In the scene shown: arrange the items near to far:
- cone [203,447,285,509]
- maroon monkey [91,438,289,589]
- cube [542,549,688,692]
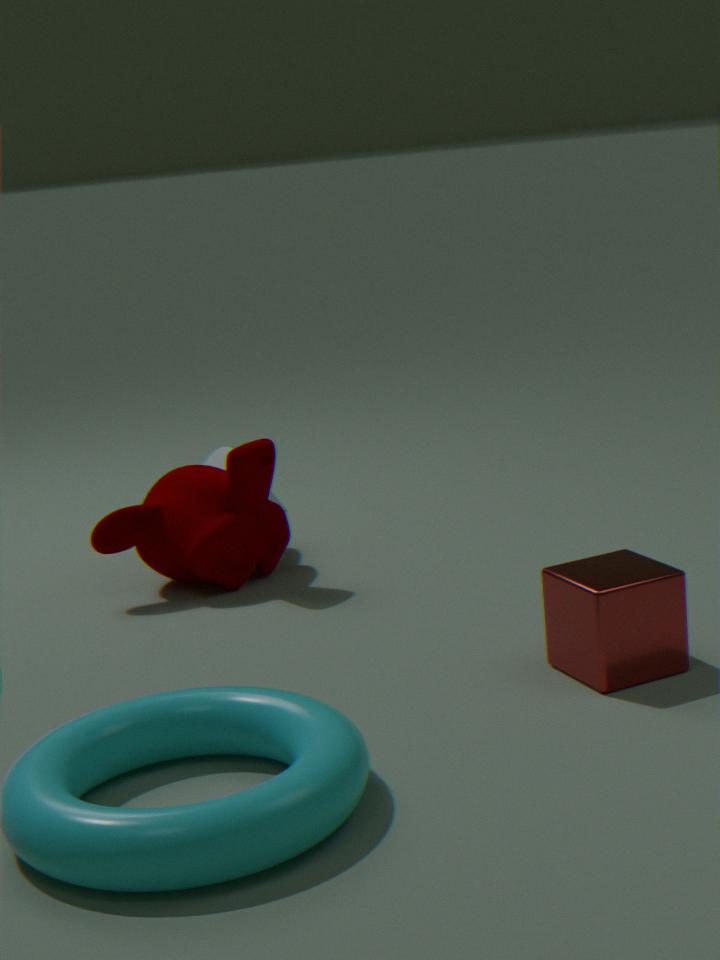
cube [542,549,688,692] → maroon monkey [91,438,289,589] → cone [203,447,285,509]
